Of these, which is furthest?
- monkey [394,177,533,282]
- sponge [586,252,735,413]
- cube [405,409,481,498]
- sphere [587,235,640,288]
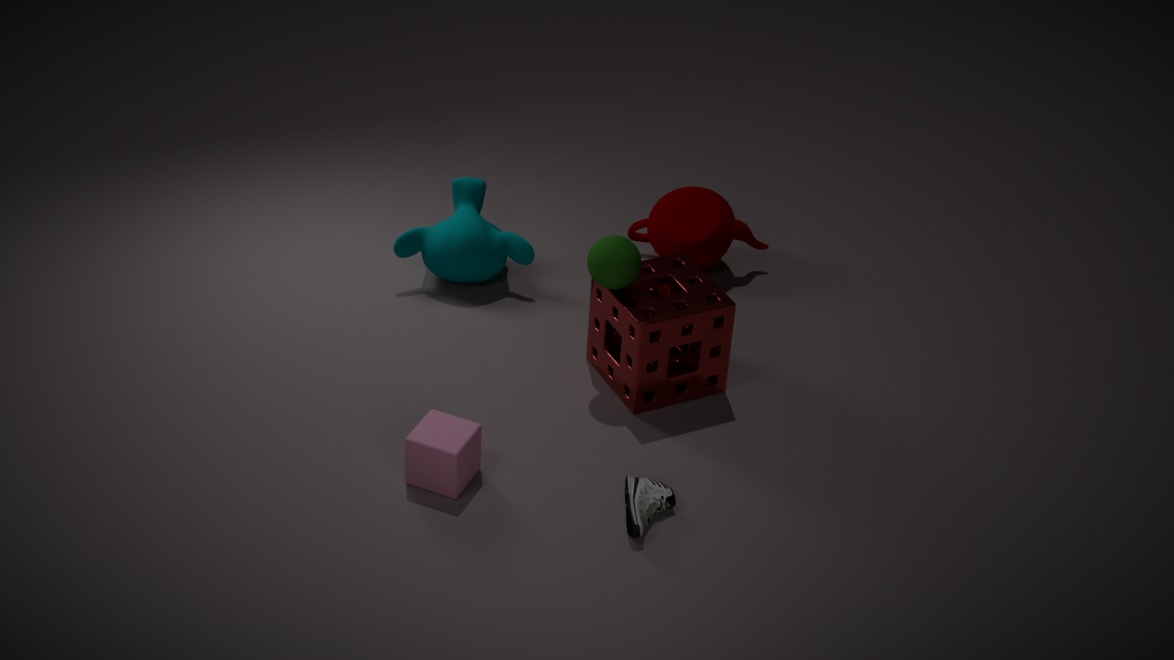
monkey [394,177,533,282]
